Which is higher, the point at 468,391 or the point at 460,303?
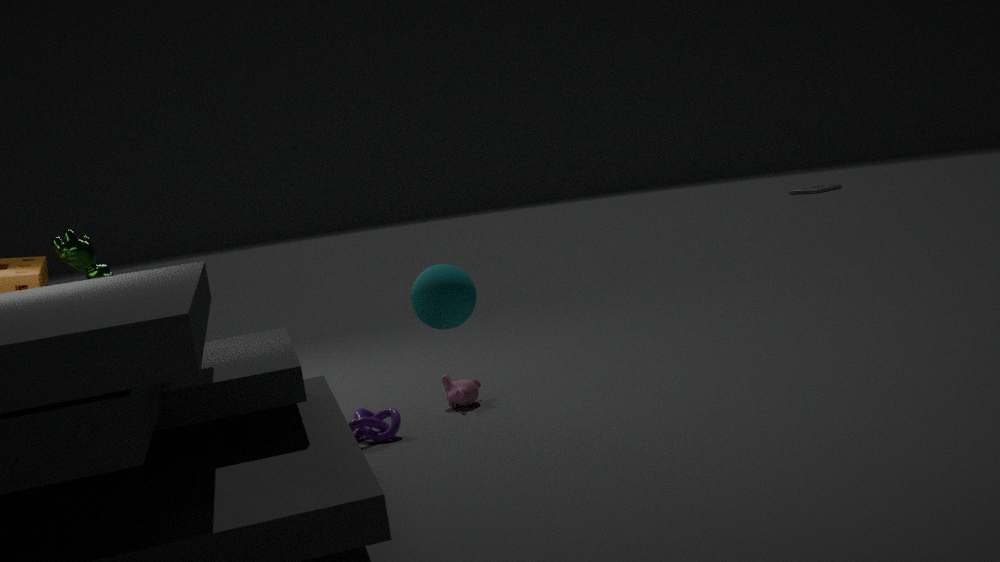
the point at 460,303
